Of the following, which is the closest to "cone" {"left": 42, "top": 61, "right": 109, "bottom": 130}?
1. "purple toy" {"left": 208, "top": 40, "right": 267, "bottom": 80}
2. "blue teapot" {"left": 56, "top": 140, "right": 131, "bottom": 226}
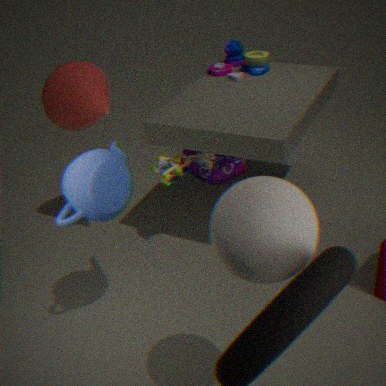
"blue teapot" {"left": 56, "top": 140, "right": 131, "bottom": 226}
